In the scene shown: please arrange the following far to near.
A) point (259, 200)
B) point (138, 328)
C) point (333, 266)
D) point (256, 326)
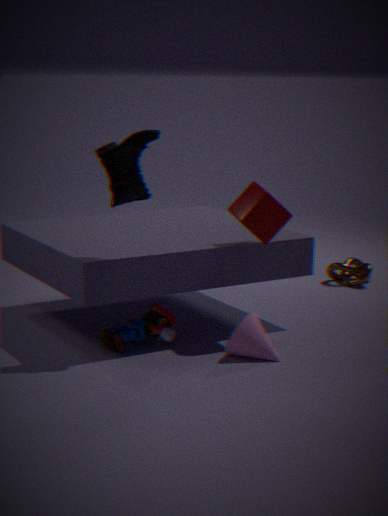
point (333, 266) → point (138, 328) → point (259, 200) → point (256, 326)
